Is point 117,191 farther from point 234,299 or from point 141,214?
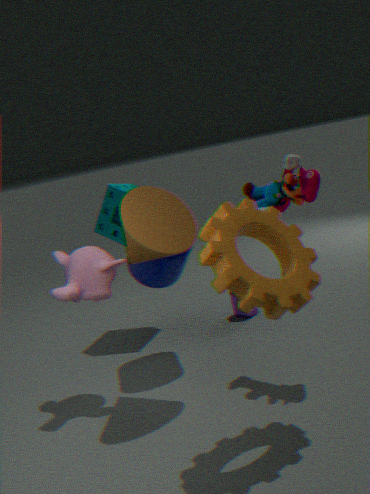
point 141,214
